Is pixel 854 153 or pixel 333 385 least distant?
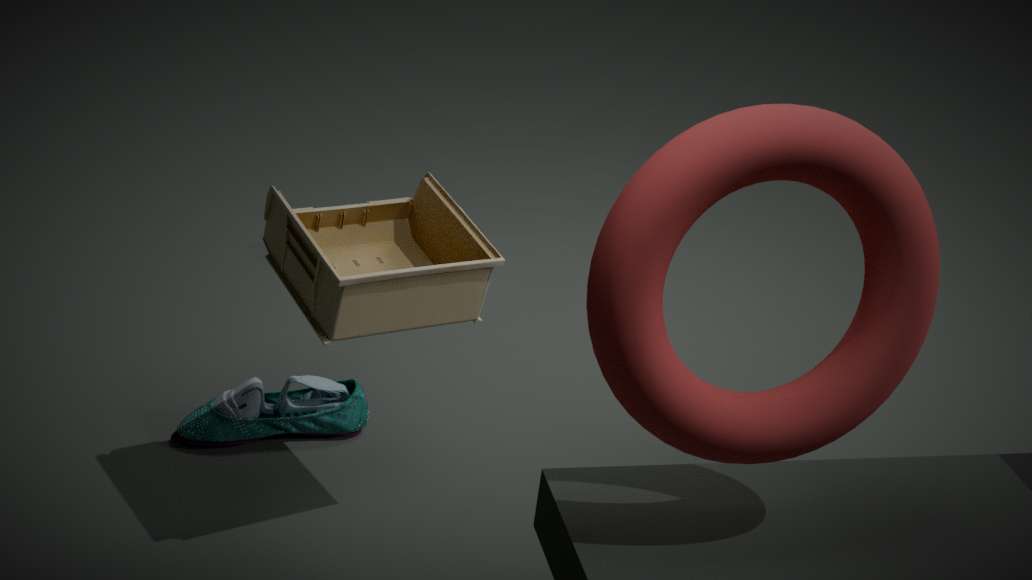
pixel 854 153
